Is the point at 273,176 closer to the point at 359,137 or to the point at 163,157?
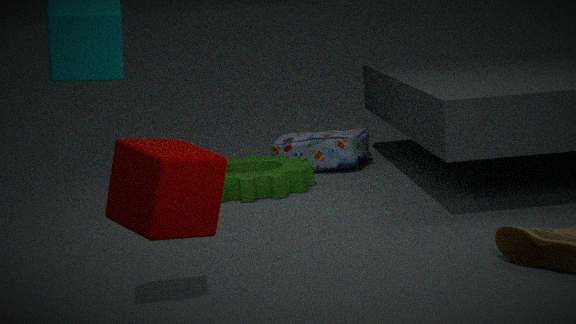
the point at 359,137
